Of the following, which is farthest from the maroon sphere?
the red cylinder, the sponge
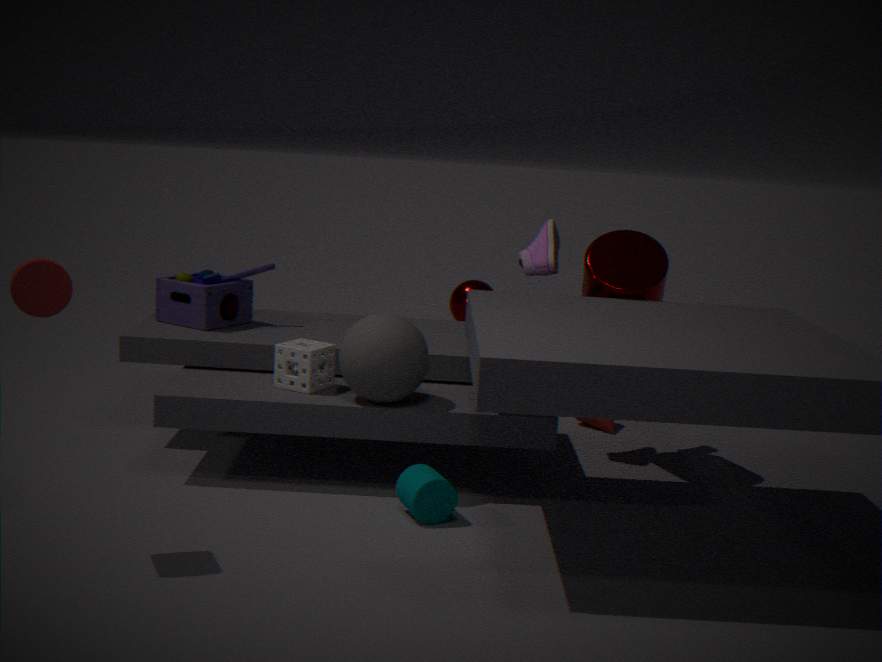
the red cylinder
